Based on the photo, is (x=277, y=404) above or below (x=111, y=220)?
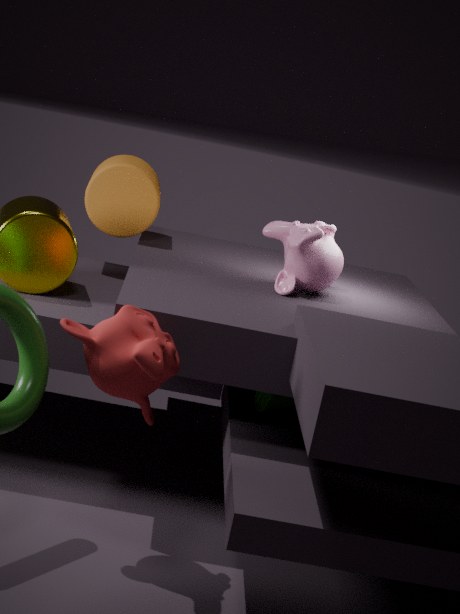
below
